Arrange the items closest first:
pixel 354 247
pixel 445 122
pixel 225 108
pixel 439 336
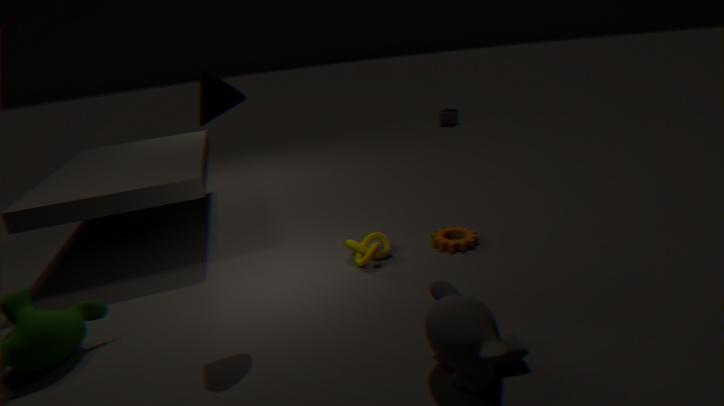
pixel 439 336 < pixel 225 108 < pixel 354 247 < pixel 445 122
